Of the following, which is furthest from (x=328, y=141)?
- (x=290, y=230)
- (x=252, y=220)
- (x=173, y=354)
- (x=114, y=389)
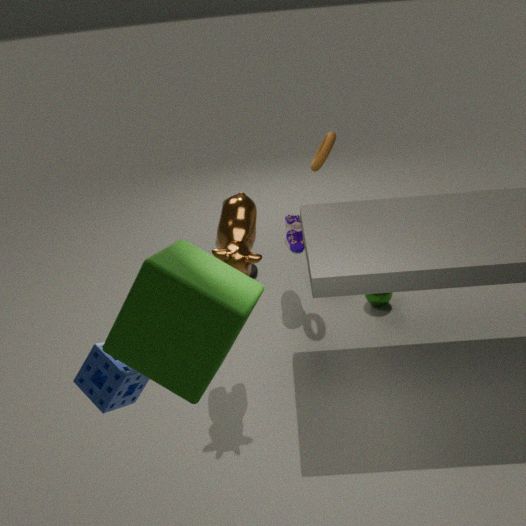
(x=114, y=389)
